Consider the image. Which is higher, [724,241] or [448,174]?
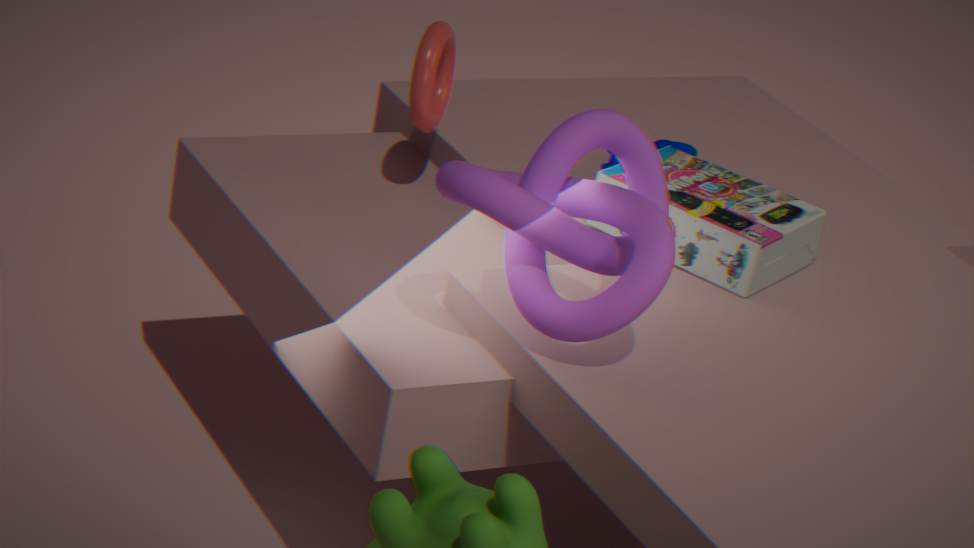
[448,174]
